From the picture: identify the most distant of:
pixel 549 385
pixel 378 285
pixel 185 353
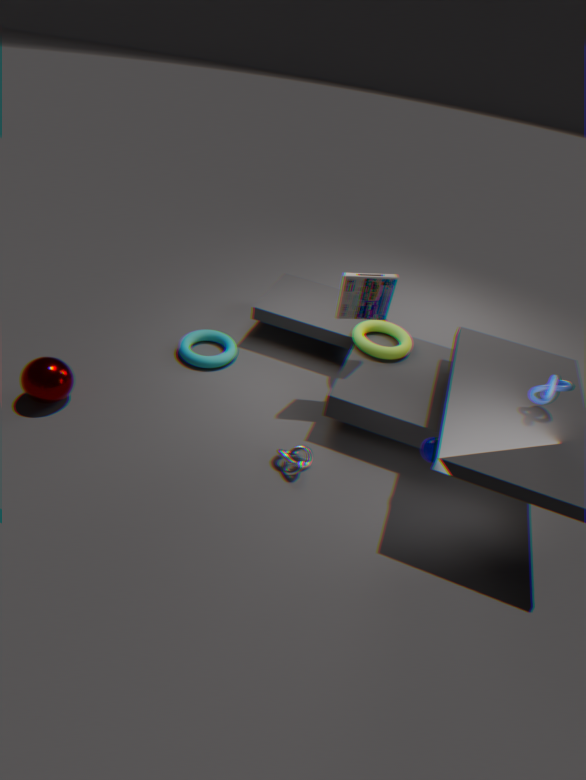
pixel 185 353
